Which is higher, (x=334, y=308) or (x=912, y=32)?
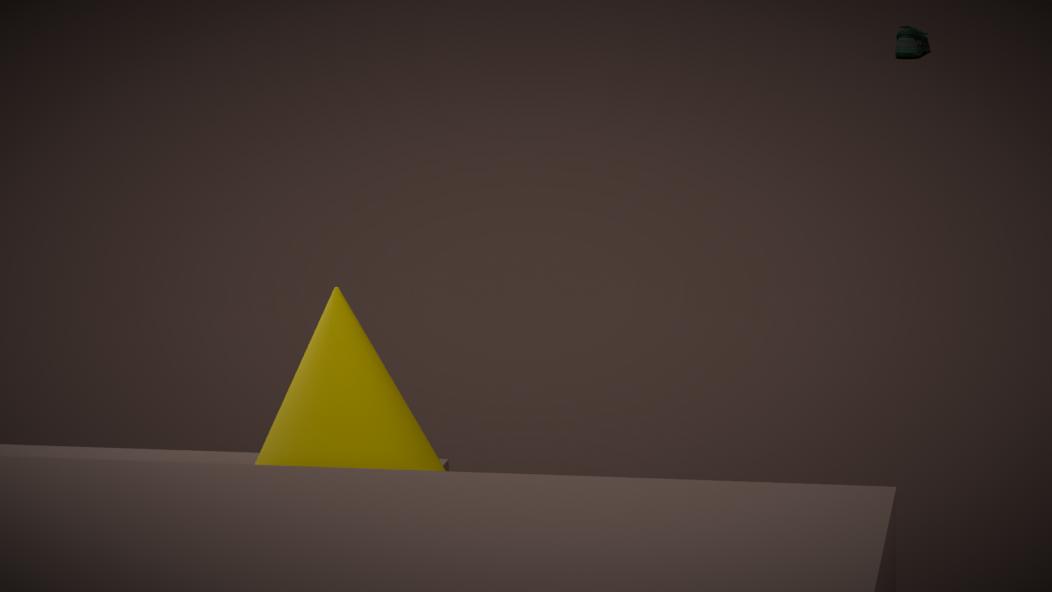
(x=334, y=308)
